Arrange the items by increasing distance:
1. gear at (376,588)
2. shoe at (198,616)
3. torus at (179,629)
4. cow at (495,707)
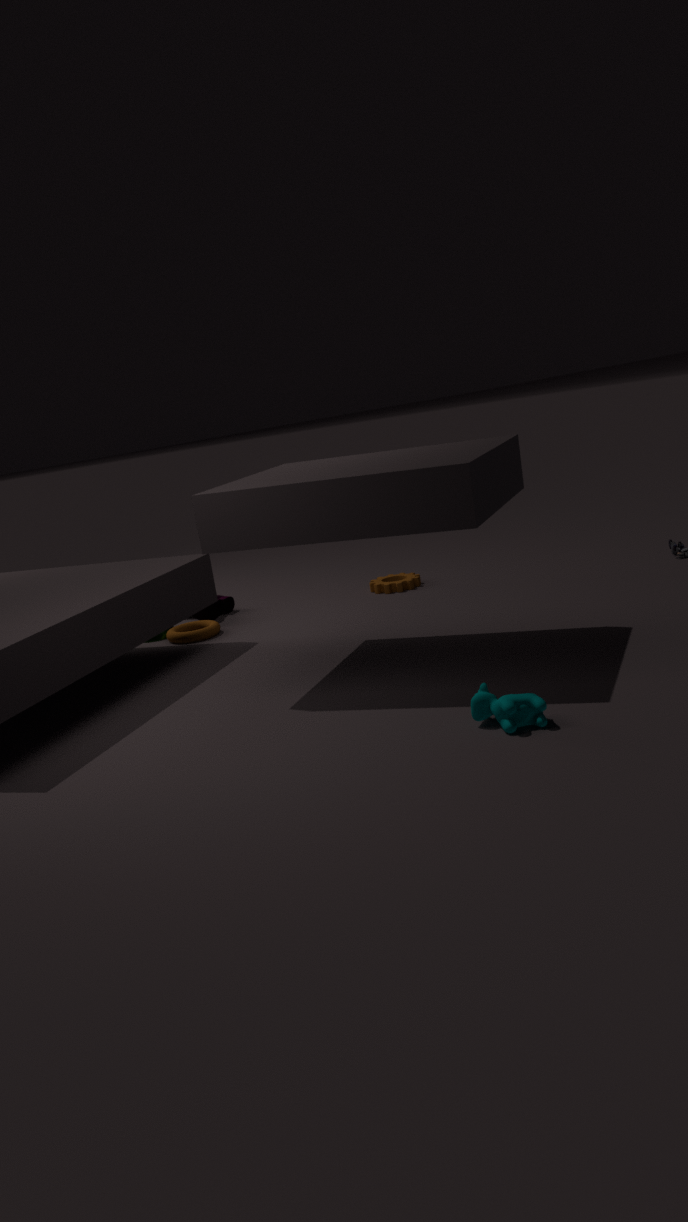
cow at (495,707), torus at (179,629), shoe at (198,616), gear at (376,588)
